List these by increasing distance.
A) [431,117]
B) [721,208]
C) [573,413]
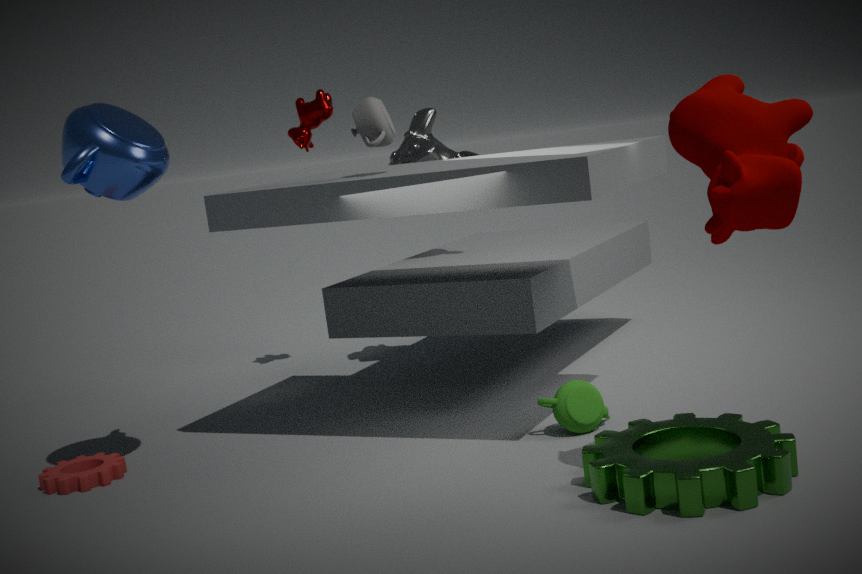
1. [721,208]
2. [573,413]
3. [431,117]
